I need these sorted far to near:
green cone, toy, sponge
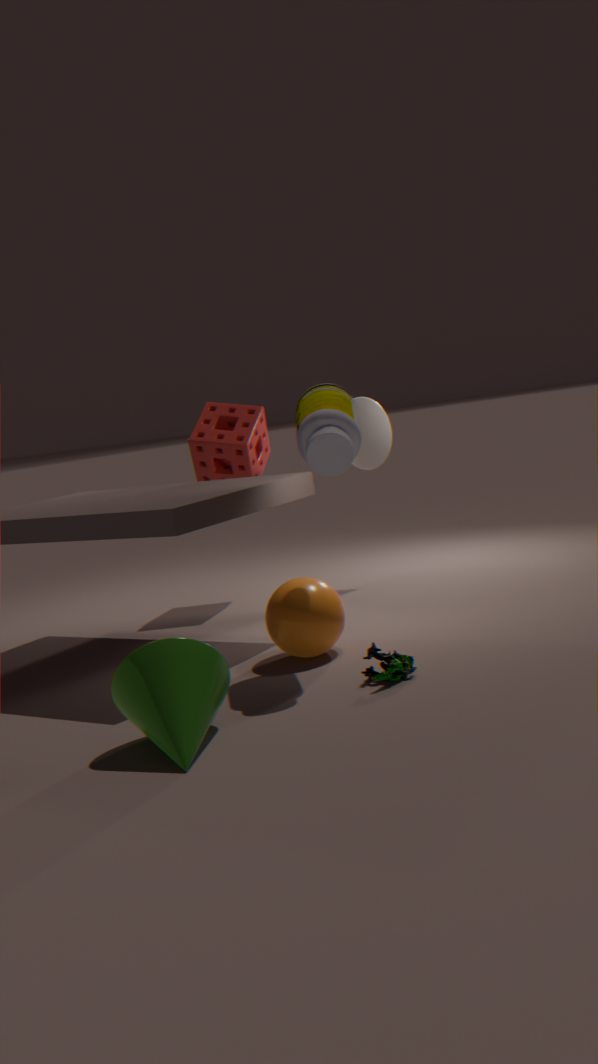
sponge → toy → green cone
